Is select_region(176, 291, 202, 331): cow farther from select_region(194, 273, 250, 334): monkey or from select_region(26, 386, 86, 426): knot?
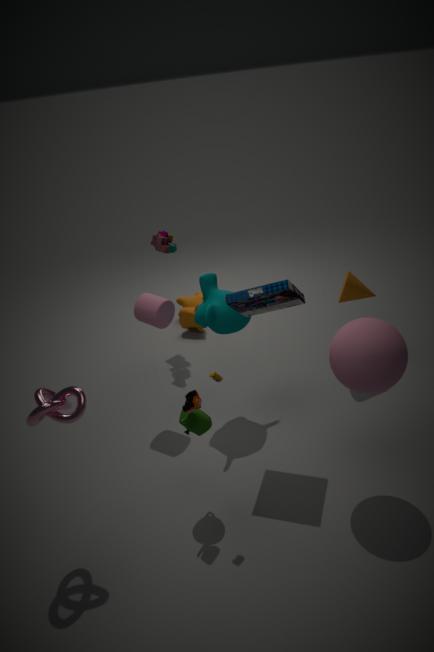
select_region(26, 386, 86, 426): knot
